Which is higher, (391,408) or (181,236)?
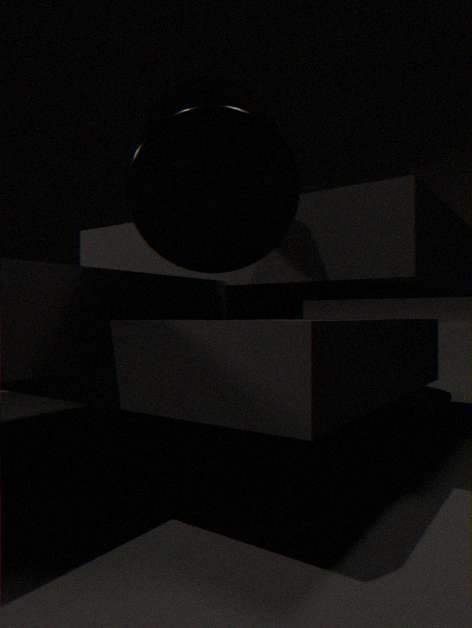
(181,236)
